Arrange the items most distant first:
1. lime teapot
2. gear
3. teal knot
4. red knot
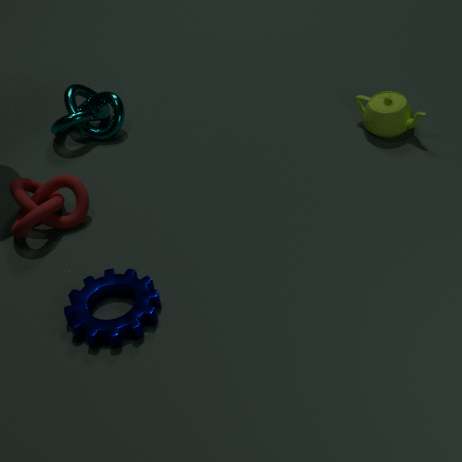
Answer: teal knot < lime teapot < red knot < gear
